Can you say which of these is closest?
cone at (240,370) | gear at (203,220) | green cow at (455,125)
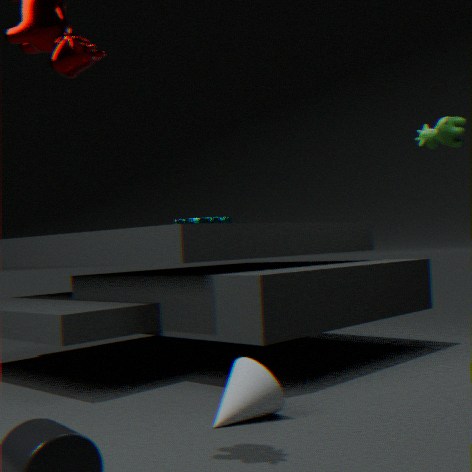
cone at (240,370)
